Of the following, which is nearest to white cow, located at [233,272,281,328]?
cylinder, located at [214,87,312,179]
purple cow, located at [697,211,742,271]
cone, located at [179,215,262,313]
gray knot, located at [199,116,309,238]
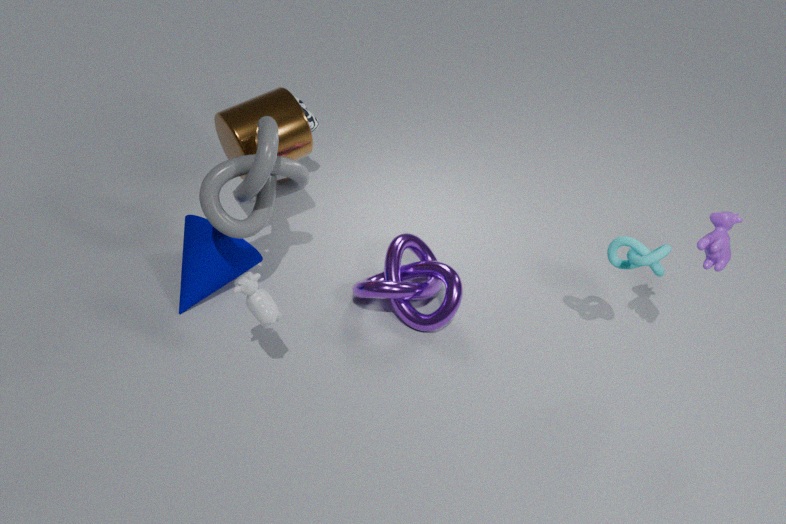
gray knot, located at [199,116,309,238]
